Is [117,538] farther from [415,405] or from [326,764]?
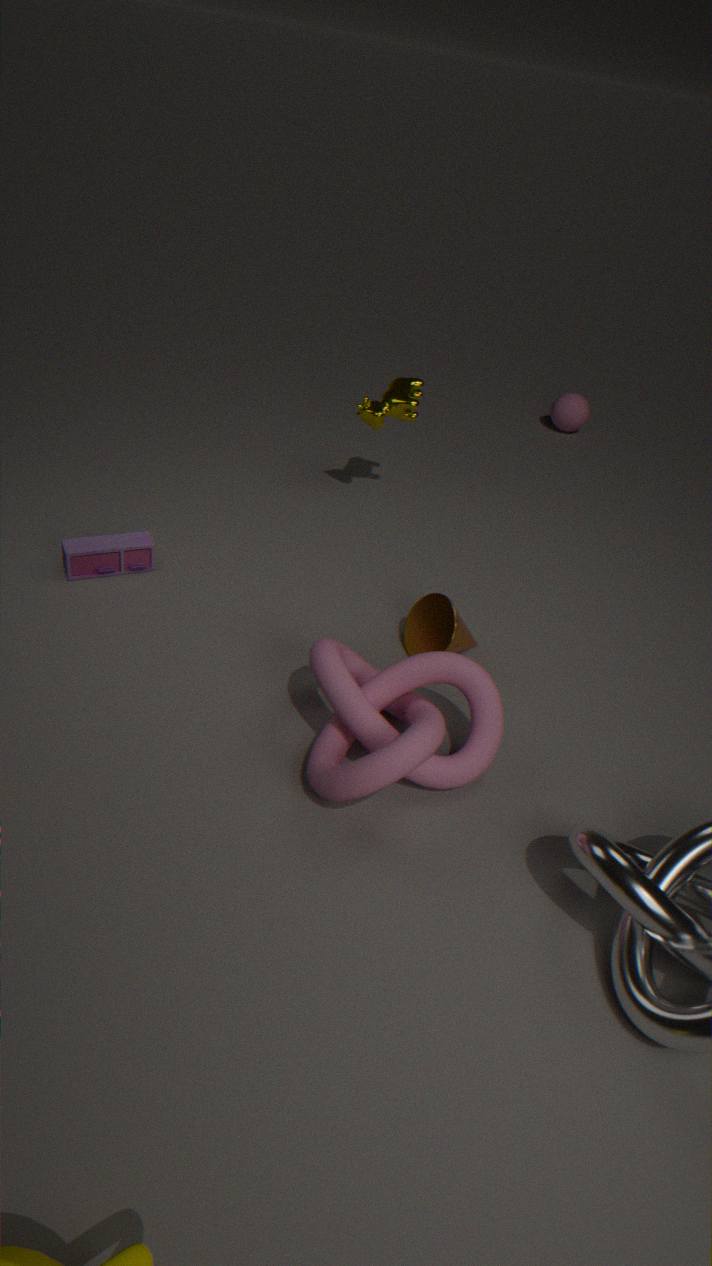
[415,405]
